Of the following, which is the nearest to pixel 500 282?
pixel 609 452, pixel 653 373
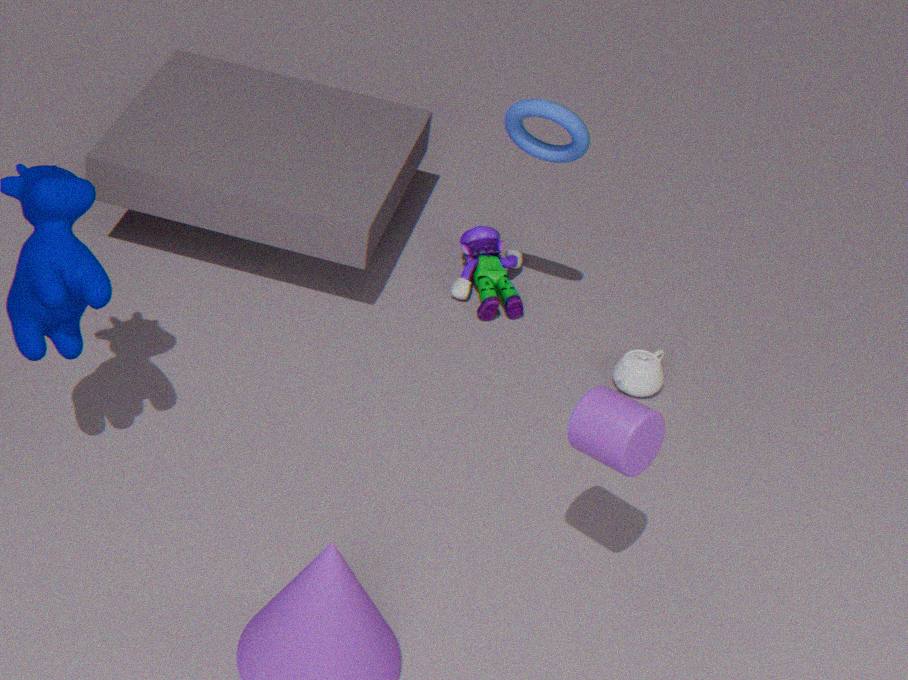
pixel 653 373
